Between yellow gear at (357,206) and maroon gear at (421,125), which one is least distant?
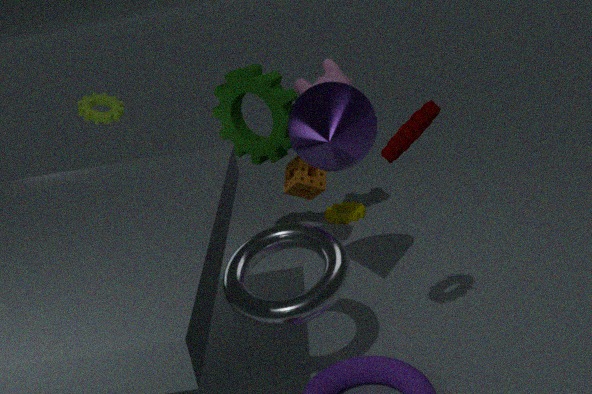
maroon gear at (421,125)
